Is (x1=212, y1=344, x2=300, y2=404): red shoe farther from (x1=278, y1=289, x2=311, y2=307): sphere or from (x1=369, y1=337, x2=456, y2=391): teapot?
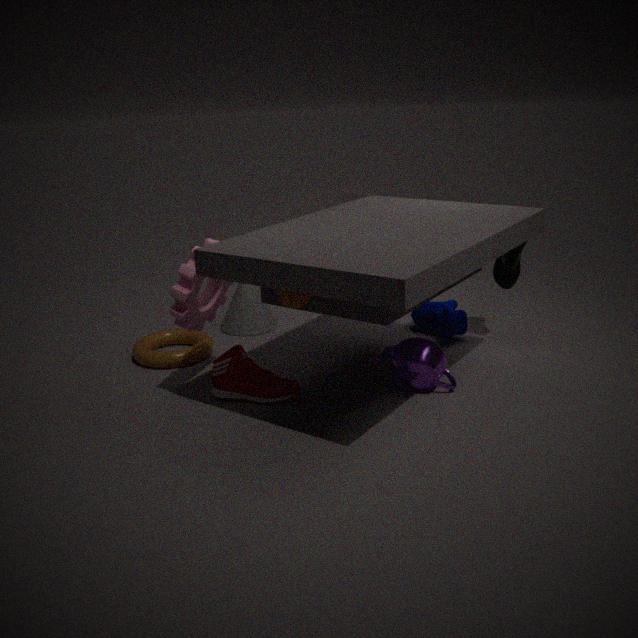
(x1=278, y1=289, x2=311, y2=307): sphere
